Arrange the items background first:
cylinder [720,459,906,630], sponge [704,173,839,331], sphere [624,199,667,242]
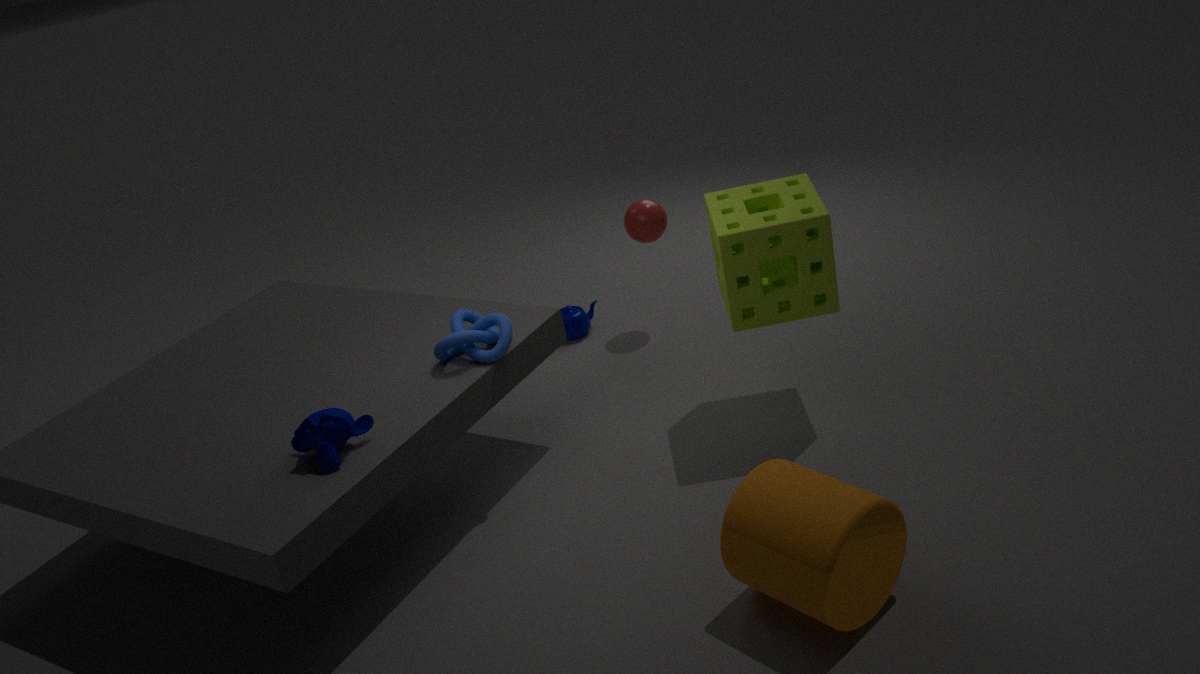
sphere [624,199,667,242] < sponge [704,173,839,331] < cylinder [720,459,906,630]
